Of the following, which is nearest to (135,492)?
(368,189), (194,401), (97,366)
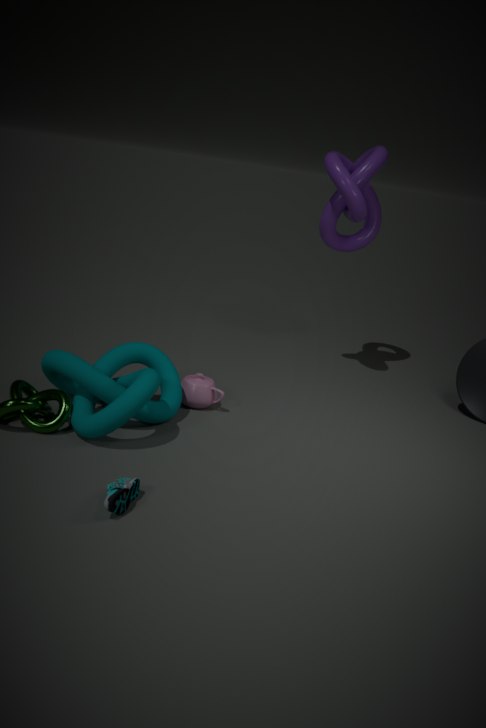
(97,366)
